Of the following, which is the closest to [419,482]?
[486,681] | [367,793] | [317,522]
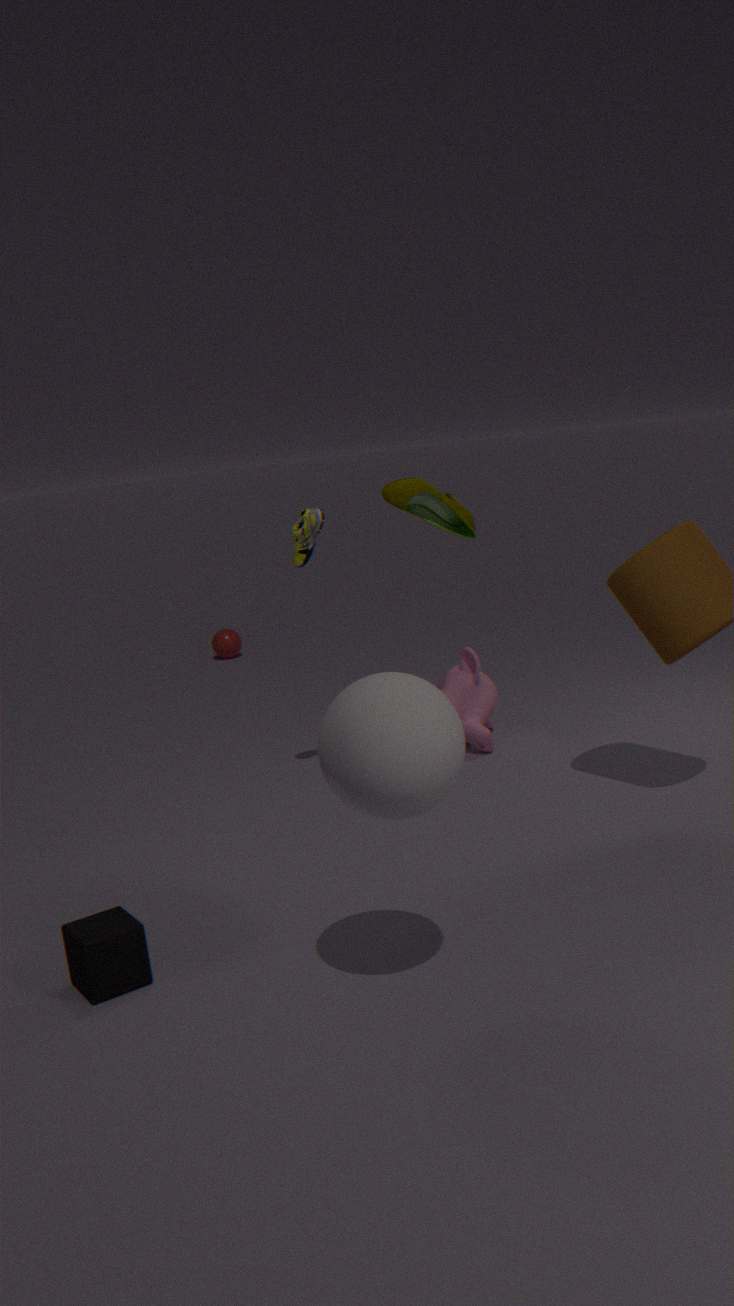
[317,522]
